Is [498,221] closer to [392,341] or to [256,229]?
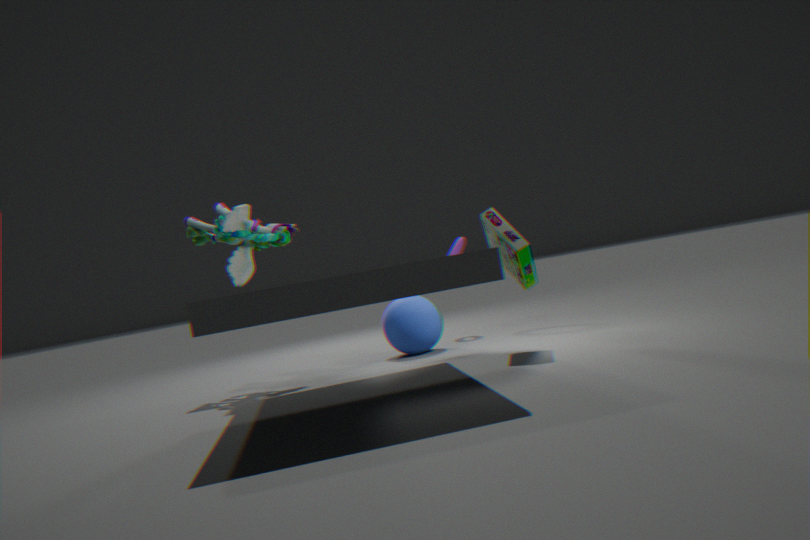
[392,341]
